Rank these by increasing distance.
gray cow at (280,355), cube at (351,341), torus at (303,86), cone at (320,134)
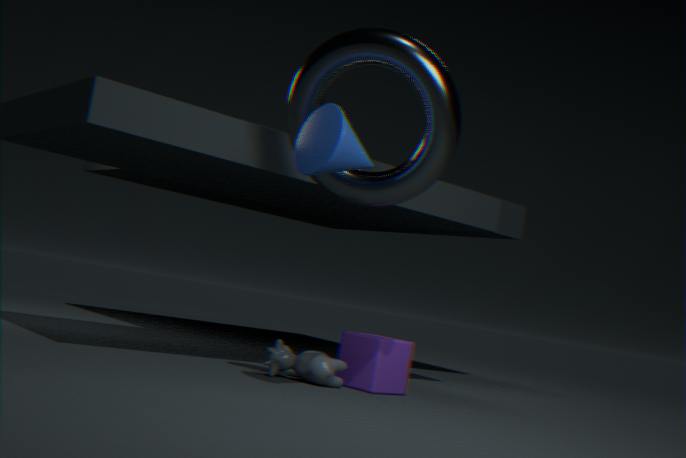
cone at (320,134) < torus at (303,86) < gray cow at (280,355) < cube at (351,341)
